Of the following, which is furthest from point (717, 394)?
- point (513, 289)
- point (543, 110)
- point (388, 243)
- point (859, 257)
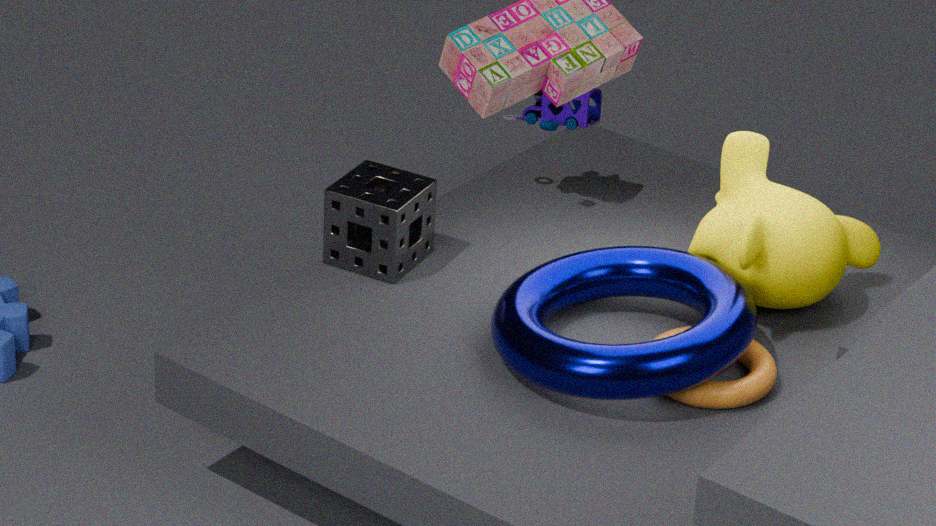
point (543, 110)
